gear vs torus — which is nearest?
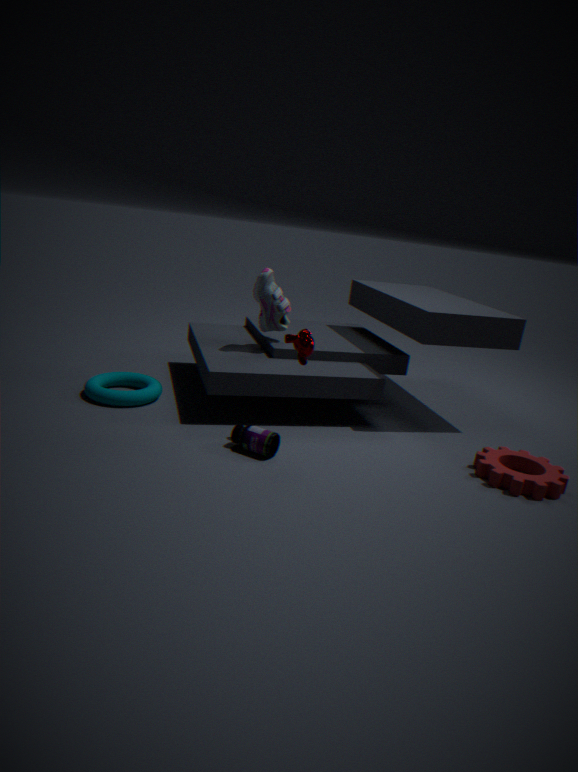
gear
